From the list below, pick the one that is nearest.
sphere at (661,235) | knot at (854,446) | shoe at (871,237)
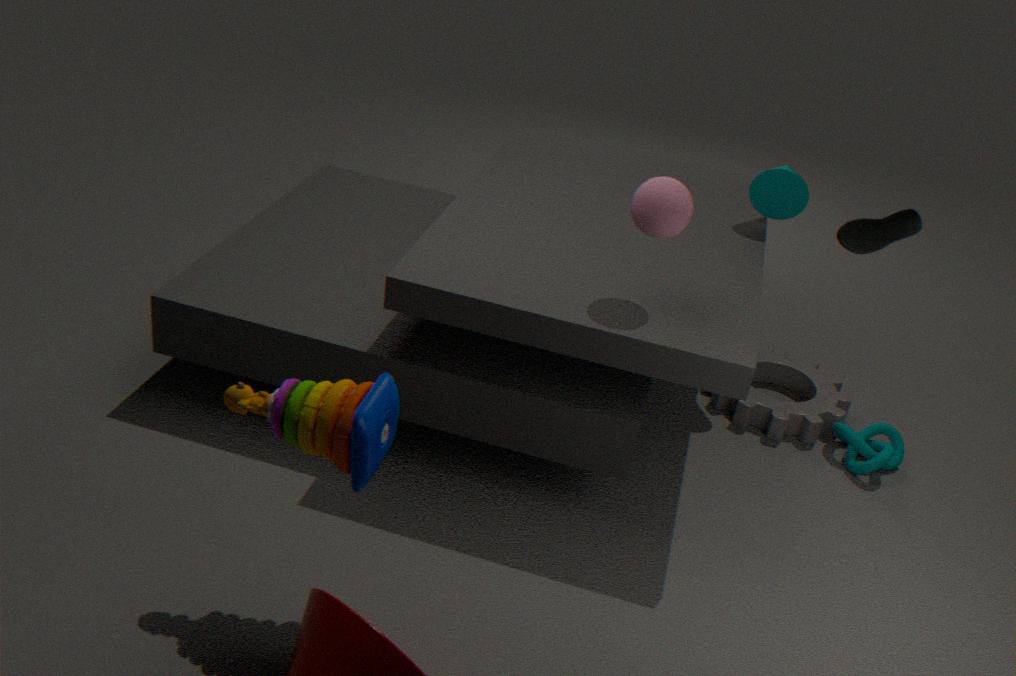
shoe at (871,237)
